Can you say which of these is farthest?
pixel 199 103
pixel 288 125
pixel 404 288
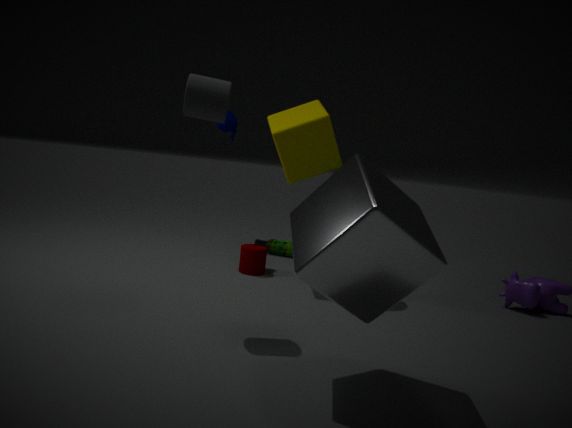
pixel 288 125
